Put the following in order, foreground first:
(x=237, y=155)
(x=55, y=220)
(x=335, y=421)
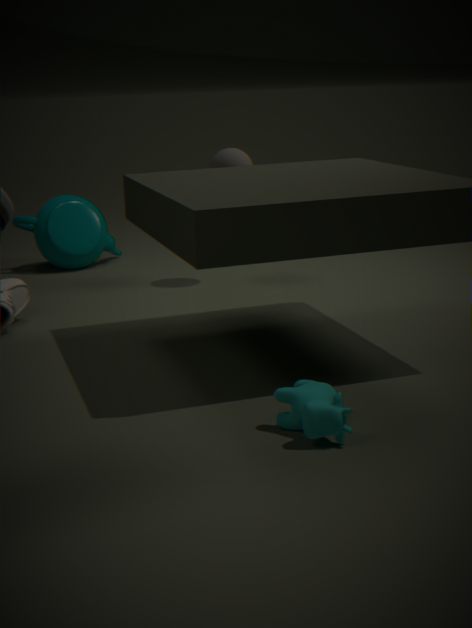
(x=335, y=421)
(x=237, y=155)
(x=55, y=220)
